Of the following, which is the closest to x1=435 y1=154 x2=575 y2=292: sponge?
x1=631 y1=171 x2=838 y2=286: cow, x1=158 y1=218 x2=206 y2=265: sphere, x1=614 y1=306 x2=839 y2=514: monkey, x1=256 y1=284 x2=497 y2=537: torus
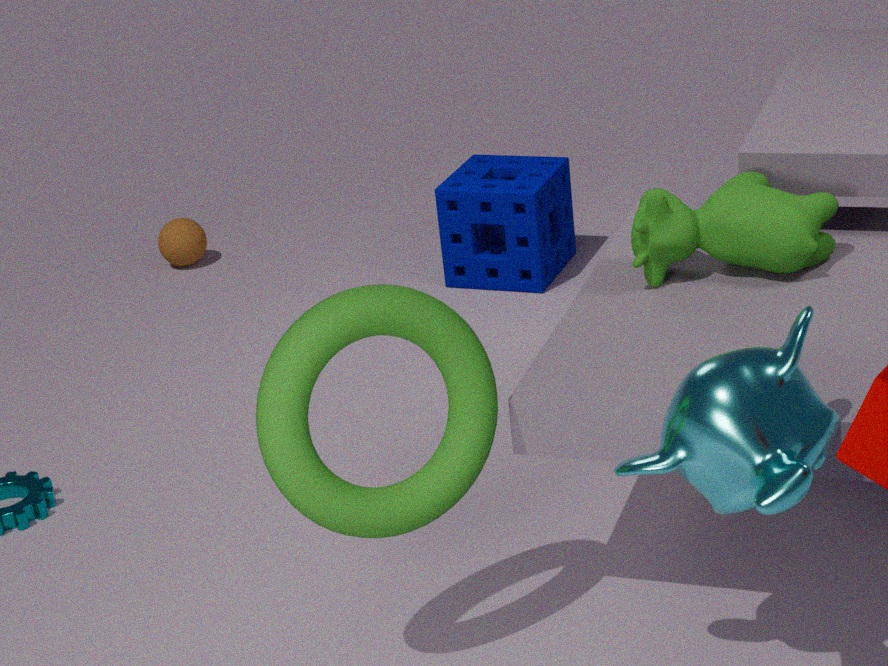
x1=158 y1=218 x2=206 y2=265: sphere
